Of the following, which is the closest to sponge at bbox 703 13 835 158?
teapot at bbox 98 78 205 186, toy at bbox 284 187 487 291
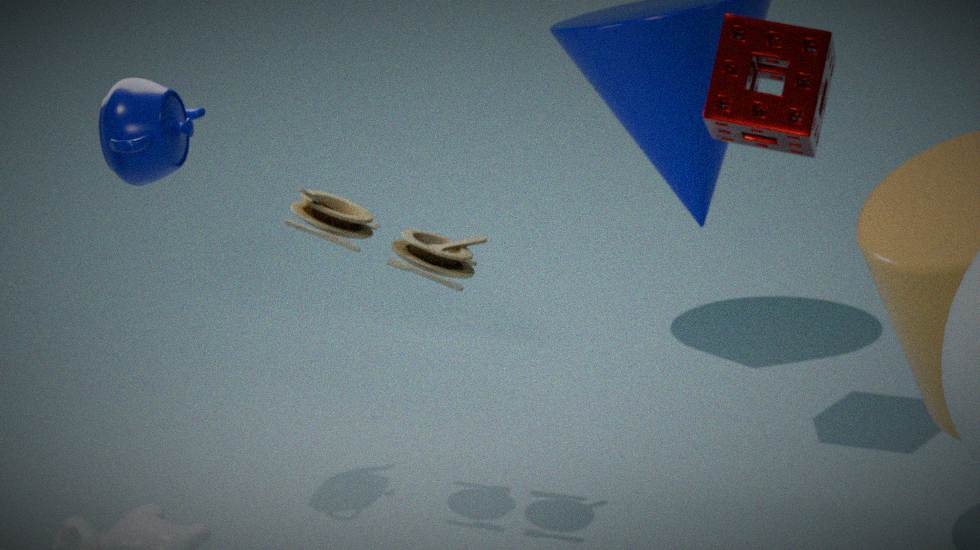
toy at bbox 284 187 487 291
